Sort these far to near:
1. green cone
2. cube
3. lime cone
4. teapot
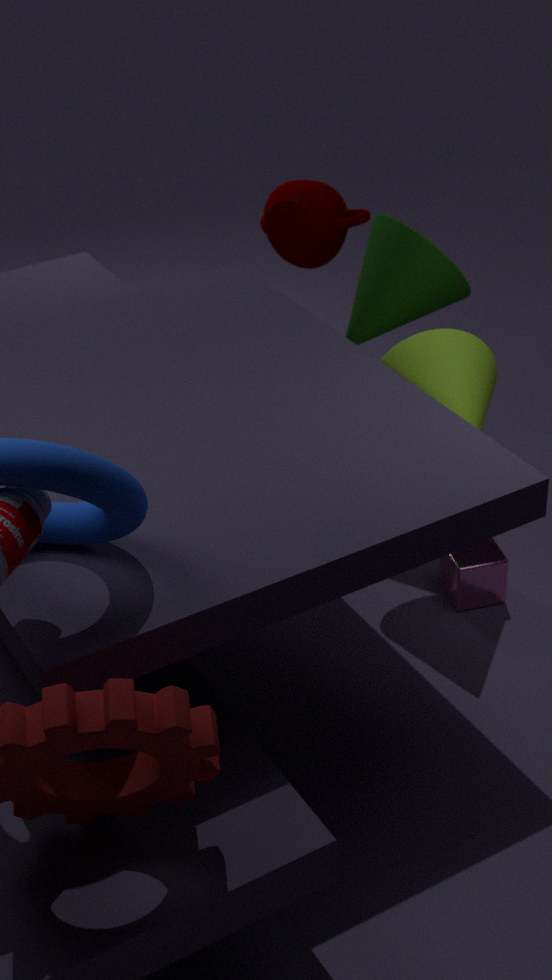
teapot
green cone
cube
lime cone
